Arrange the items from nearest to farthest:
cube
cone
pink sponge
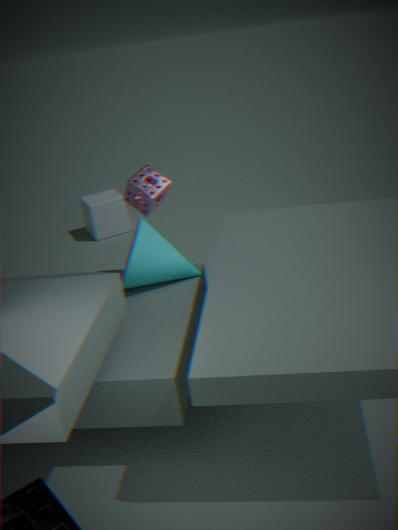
cone < pink sponge < cube
